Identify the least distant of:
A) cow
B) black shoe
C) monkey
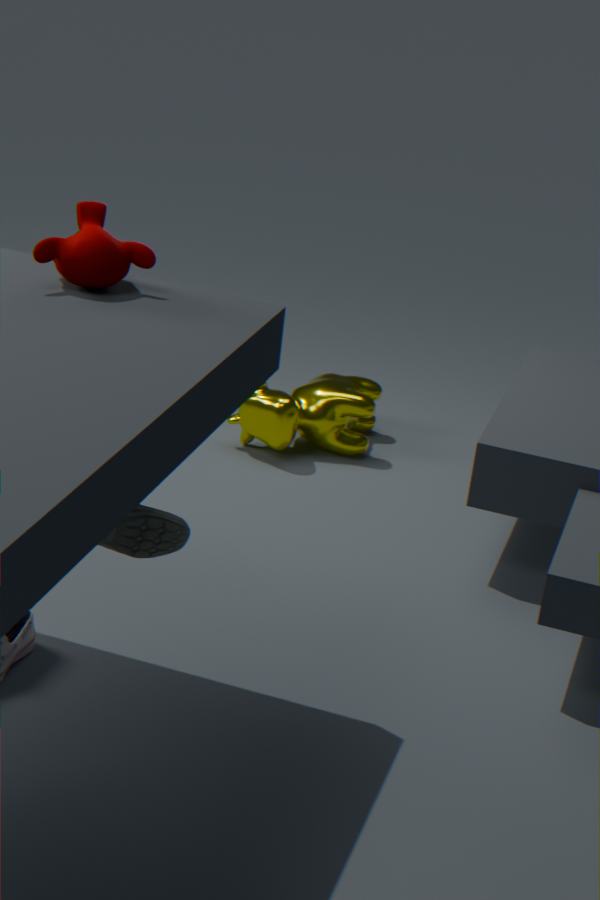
monkey
